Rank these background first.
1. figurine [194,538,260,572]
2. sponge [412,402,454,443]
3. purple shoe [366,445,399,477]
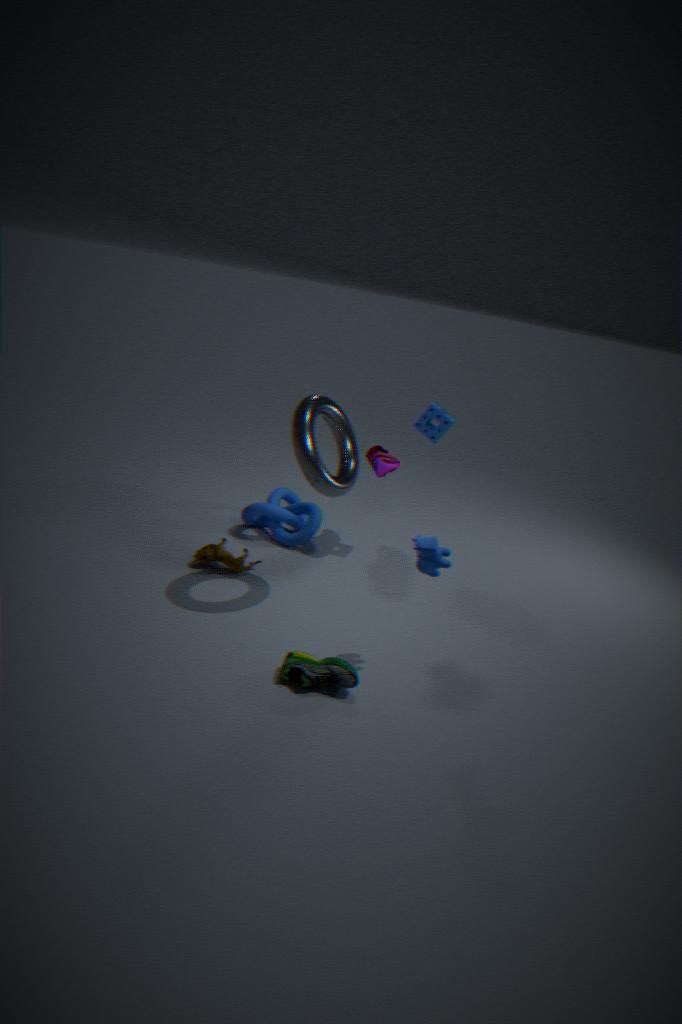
purple shoe [366,445,399,477] < sponge [412,402,454,443] < figurine [194,538,260,572]
